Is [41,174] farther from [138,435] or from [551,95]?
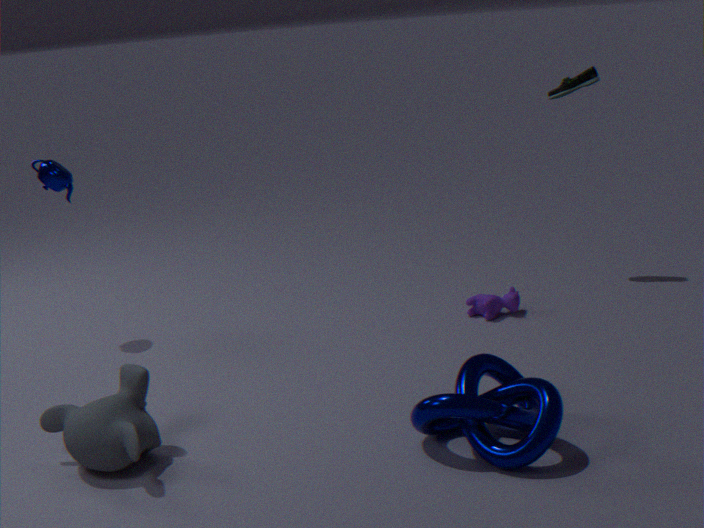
[551,95]
